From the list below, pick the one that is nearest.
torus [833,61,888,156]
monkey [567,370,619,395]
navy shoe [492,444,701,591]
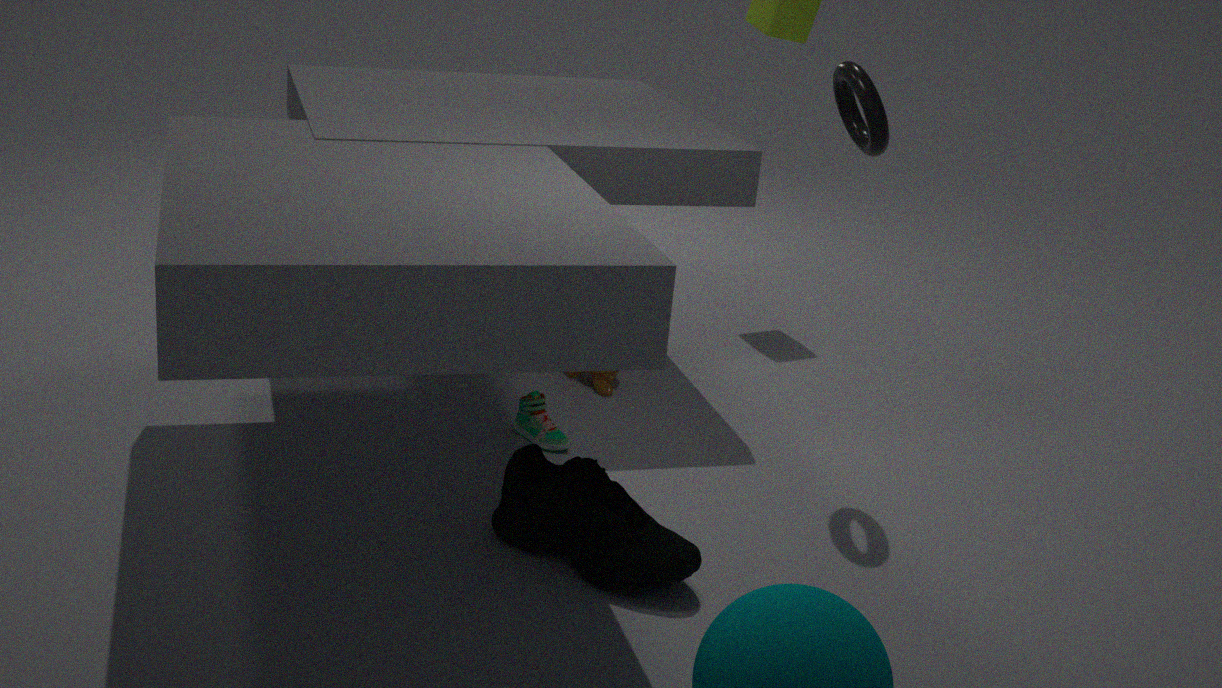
navy shoe [492,444,701,591]
